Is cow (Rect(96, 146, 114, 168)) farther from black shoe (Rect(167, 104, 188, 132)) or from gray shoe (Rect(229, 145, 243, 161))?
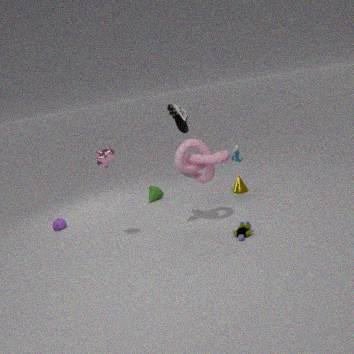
black shoe (Rect(167, 104, 188, 132))
